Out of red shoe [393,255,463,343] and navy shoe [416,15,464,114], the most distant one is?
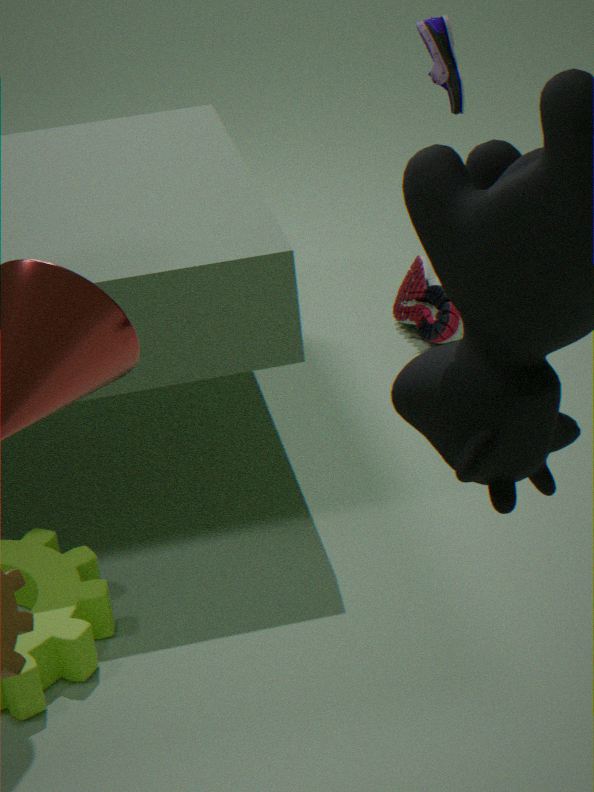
red shoe [393,255,463,343]
